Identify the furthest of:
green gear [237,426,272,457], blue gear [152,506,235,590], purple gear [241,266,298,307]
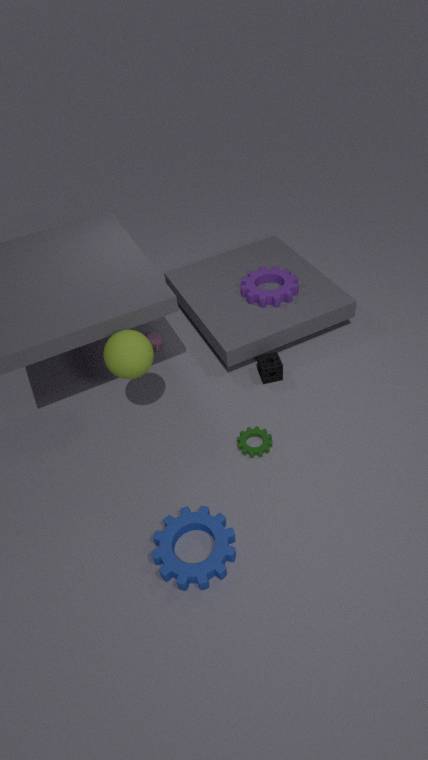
purple gear [241,266,298,307]
